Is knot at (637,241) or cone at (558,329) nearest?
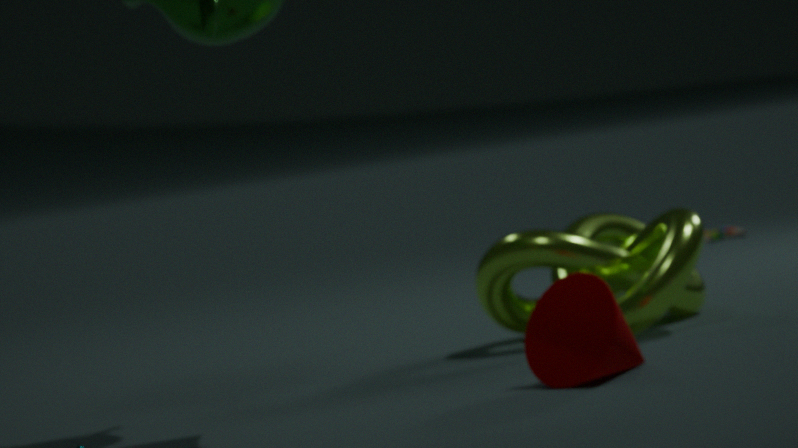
cone at (558,329)
